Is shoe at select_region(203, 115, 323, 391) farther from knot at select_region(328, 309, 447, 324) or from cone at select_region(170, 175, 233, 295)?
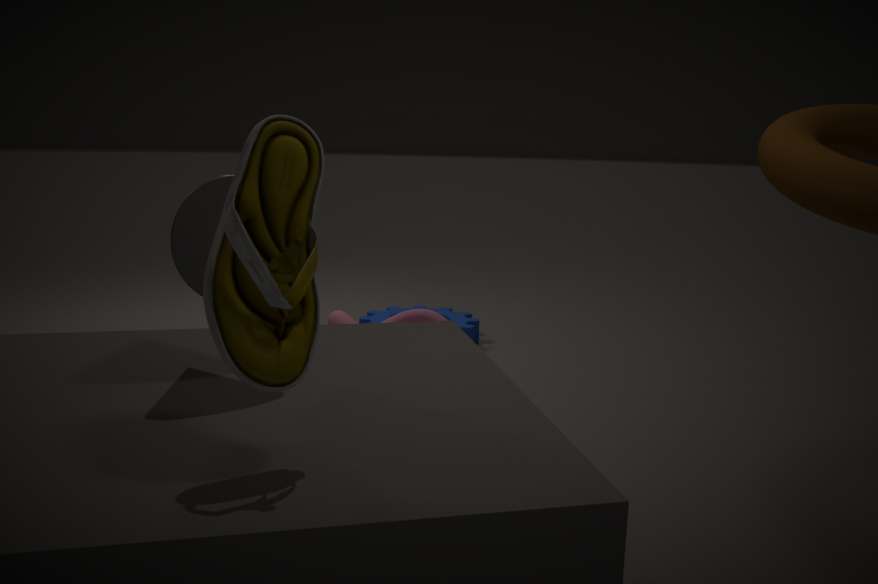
knot at select_region(328, 309, 447, 324)
